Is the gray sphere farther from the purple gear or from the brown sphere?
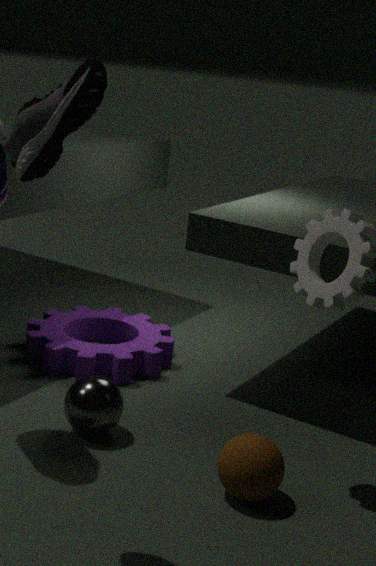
the brown sphere
